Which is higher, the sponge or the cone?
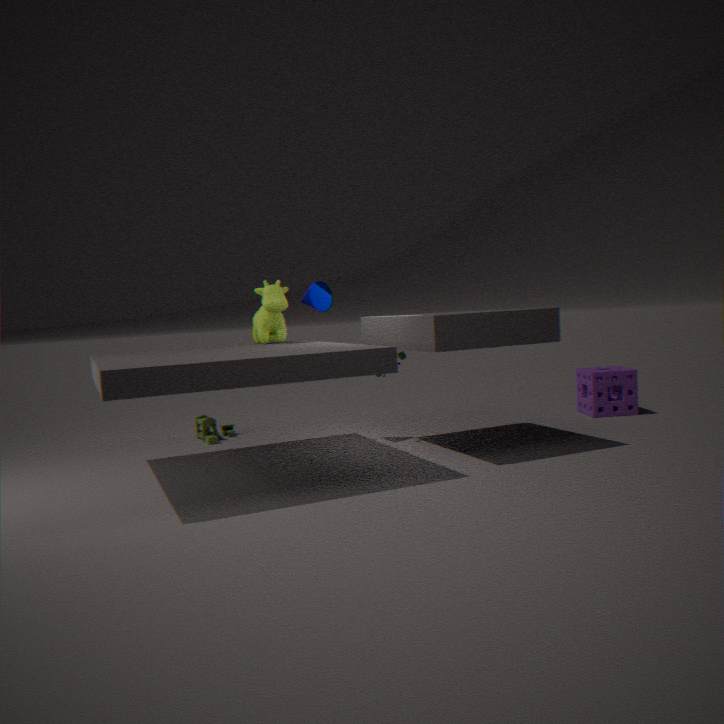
the cone
